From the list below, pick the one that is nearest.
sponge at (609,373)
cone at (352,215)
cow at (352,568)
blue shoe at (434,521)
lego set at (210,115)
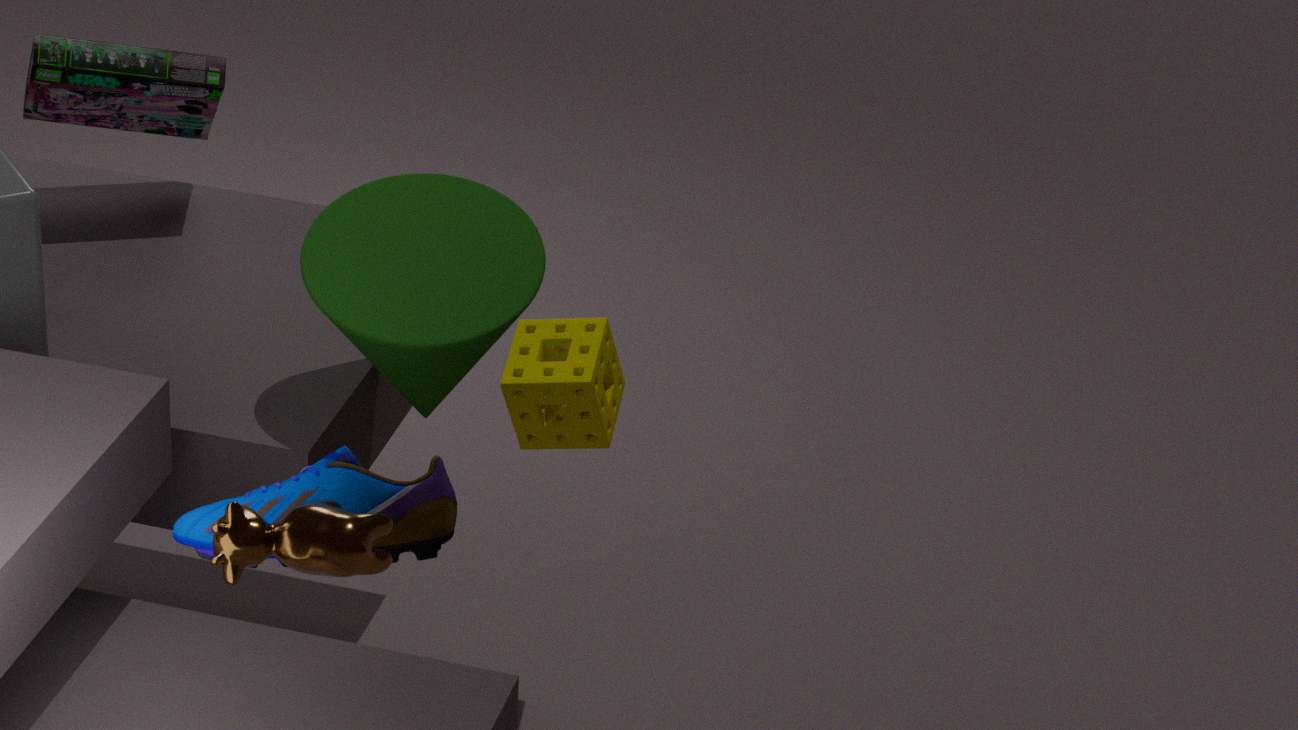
cow at (352,568)
